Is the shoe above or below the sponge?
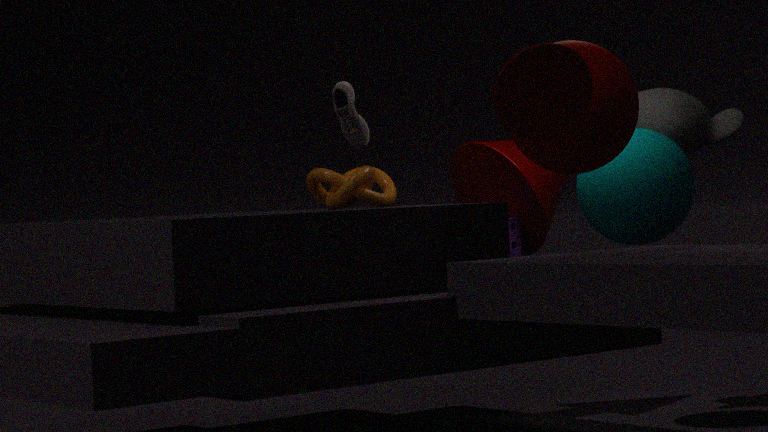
above
